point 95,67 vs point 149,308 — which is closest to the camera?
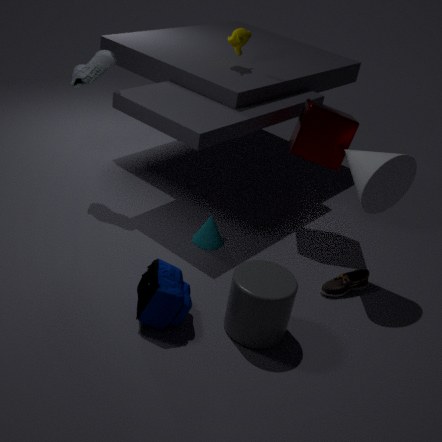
point 149,308
